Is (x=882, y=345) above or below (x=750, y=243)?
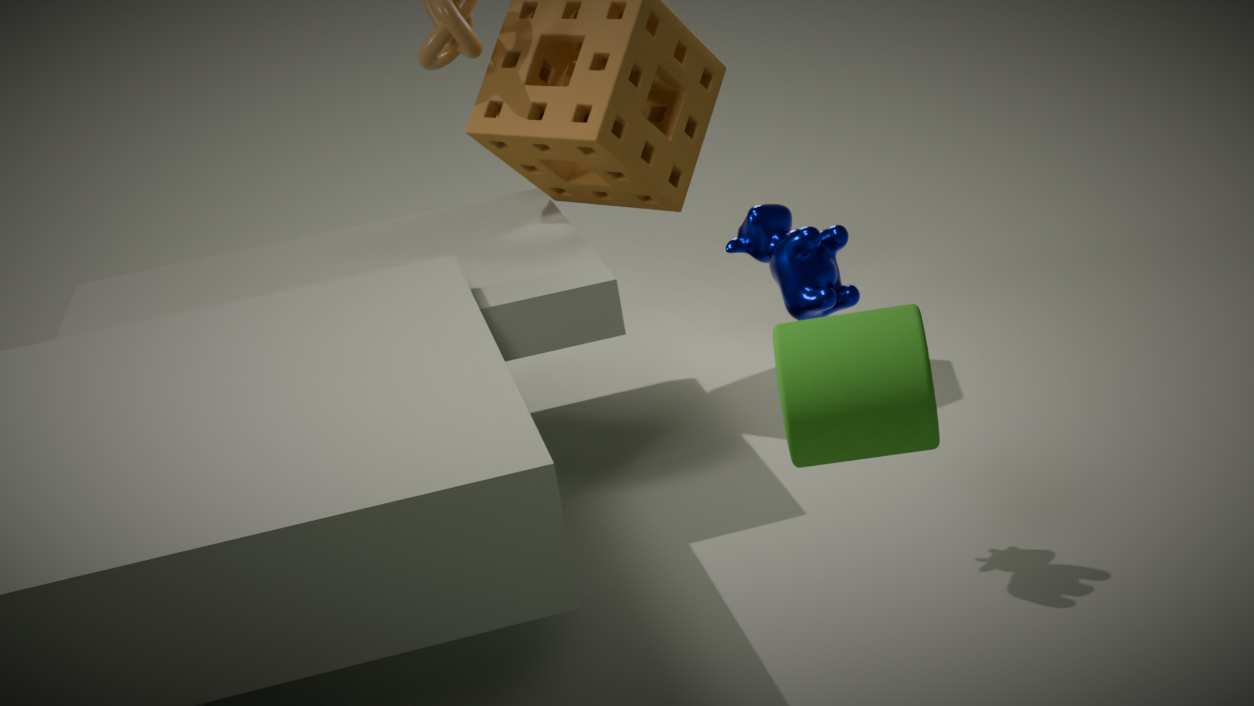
above
